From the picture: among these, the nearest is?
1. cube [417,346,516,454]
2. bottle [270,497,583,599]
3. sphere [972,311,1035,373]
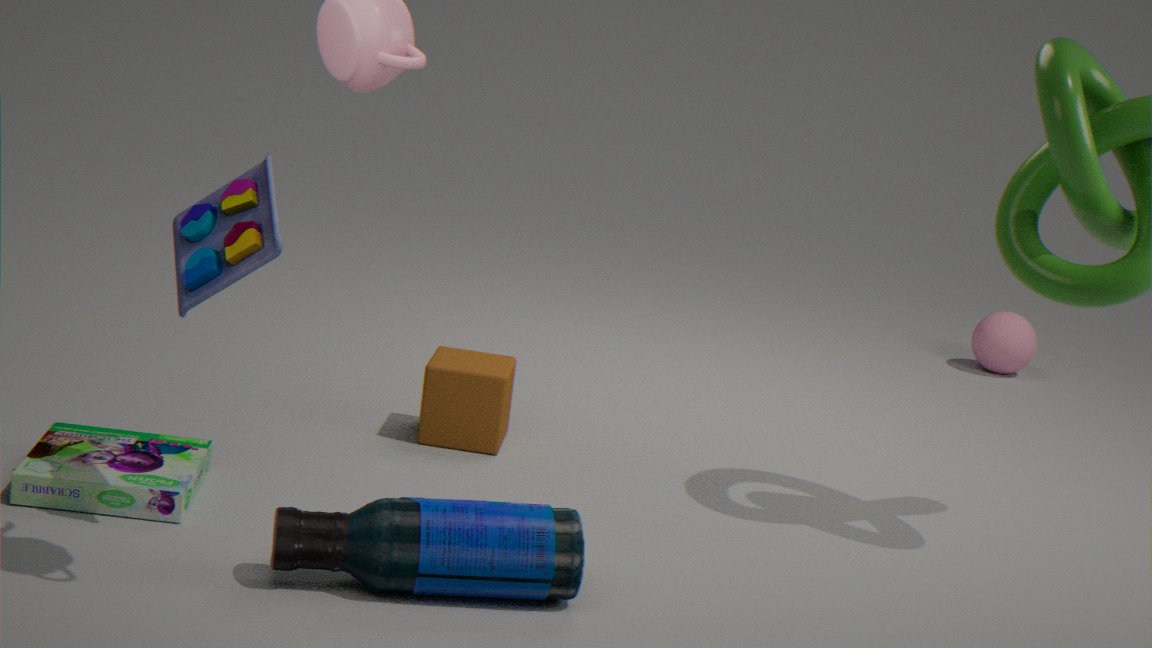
bottle [270,497,583,599]
